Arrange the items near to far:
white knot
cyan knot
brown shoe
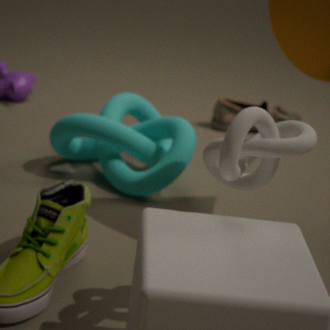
white knot, cyan knot, brown shoe
